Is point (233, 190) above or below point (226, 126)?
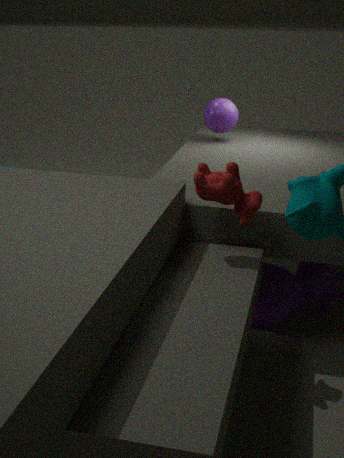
below
